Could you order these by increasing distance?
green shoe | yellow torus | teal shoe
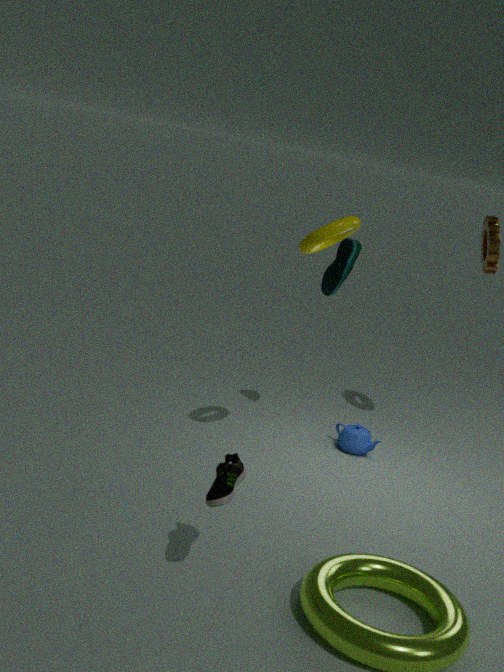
green shoe < yellow torus < teal shoe
